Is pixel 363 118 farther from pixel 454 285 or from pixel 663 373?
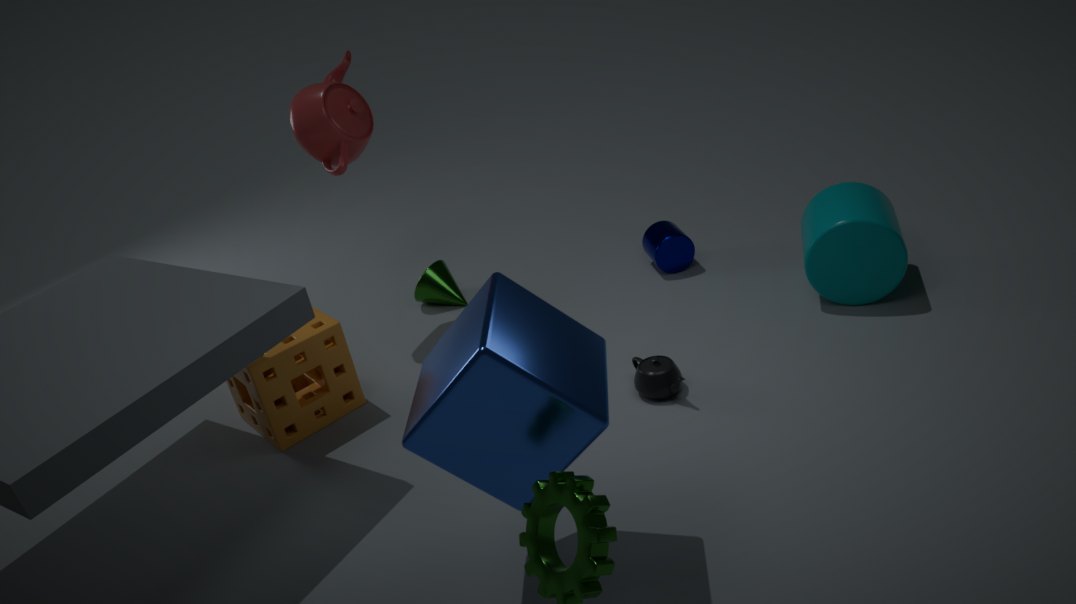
pixel 663 373
